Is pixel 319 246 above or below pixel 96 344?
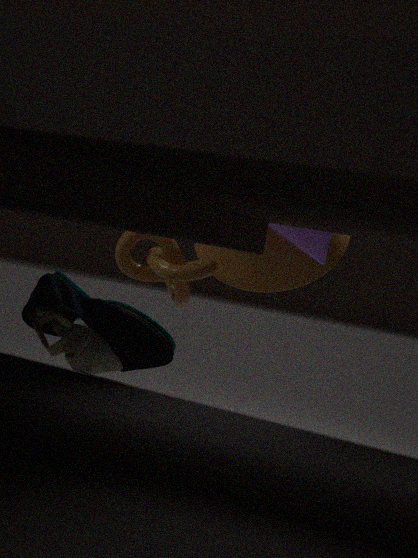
above
